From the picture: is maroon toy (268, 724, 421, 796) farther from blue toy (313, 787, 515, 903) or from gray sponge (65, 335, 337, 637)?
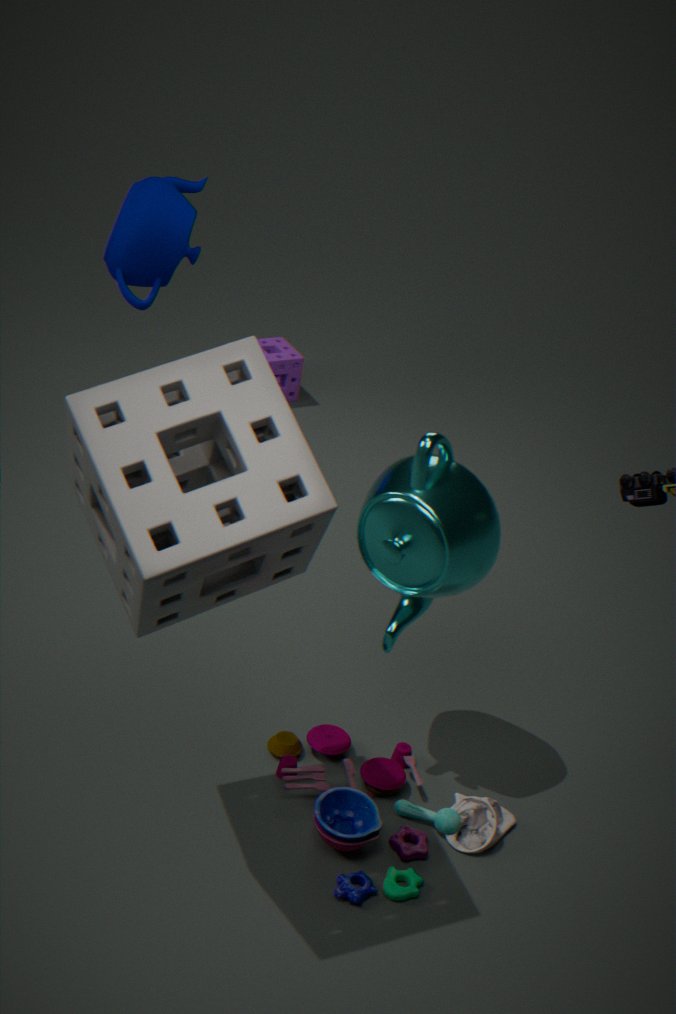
gray sponge (65, 335, 337, 637)
